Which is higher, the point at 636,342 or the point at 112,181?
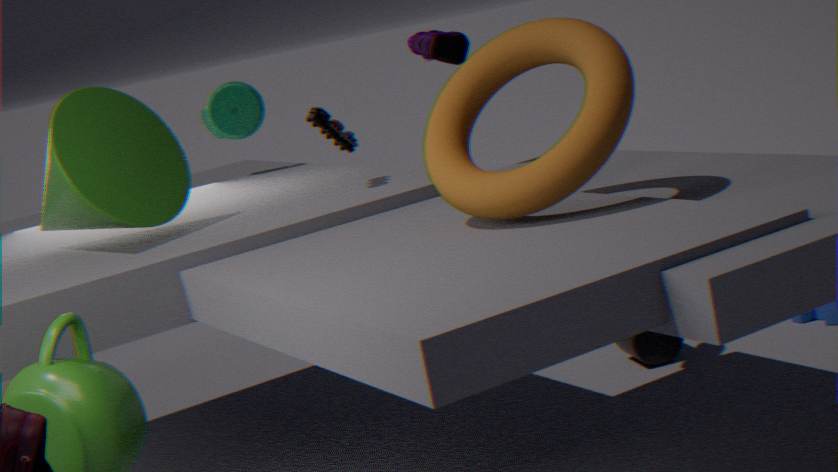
the point at 112,181
